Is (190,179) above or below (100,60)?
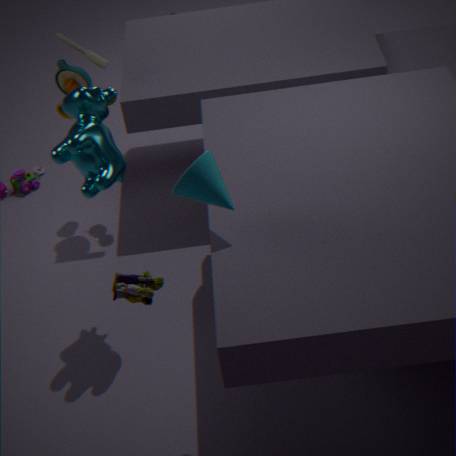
above
